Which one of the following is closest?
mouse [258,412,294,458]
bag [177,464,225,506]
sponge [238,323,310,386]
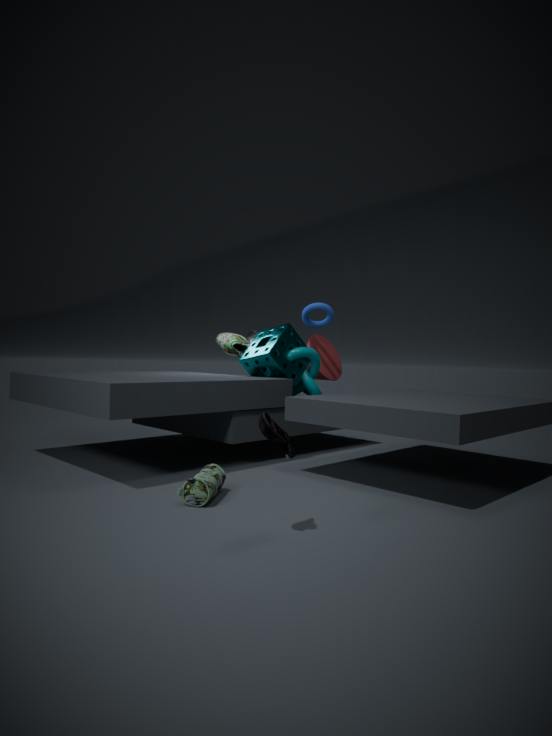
mouse [258,412,294,458]
